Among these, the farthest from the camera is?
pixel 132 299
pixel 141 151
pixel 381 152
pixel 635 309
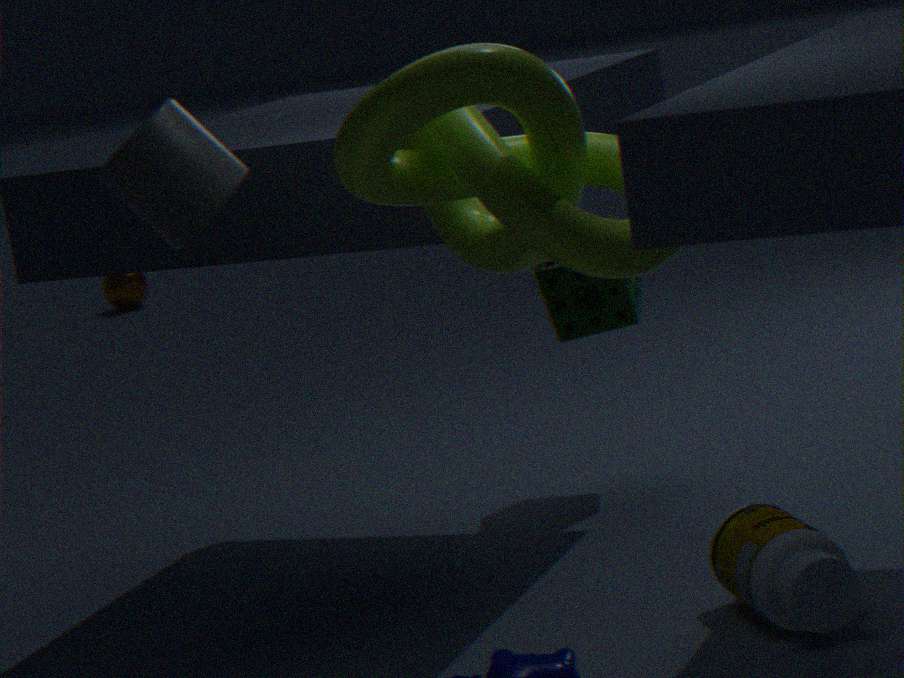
pixel 132 299
